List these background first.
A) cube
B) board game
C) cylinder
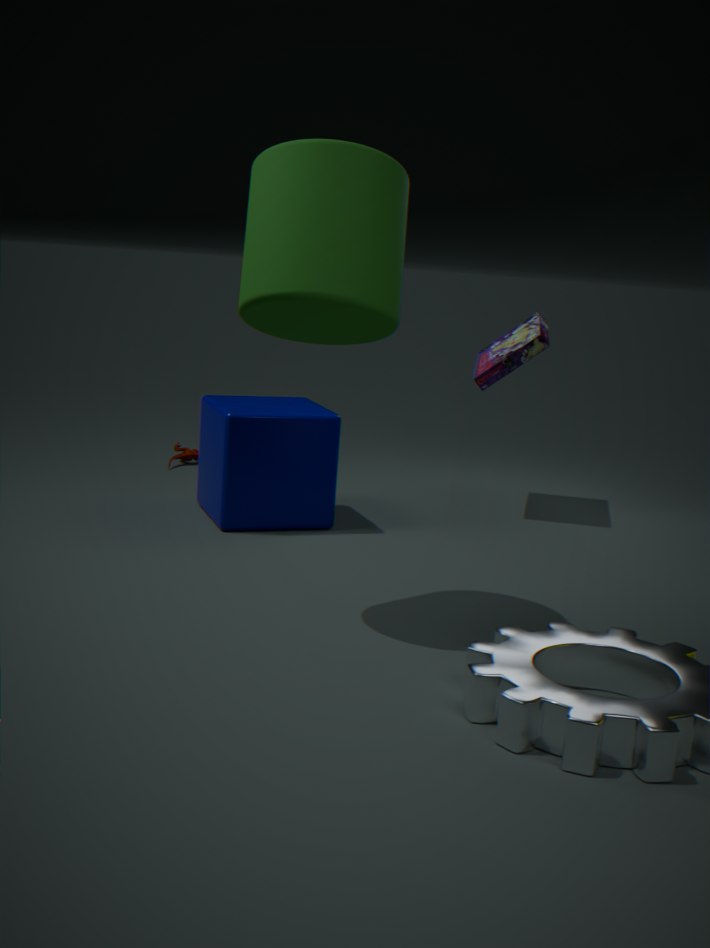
board game, cube, cylinder
